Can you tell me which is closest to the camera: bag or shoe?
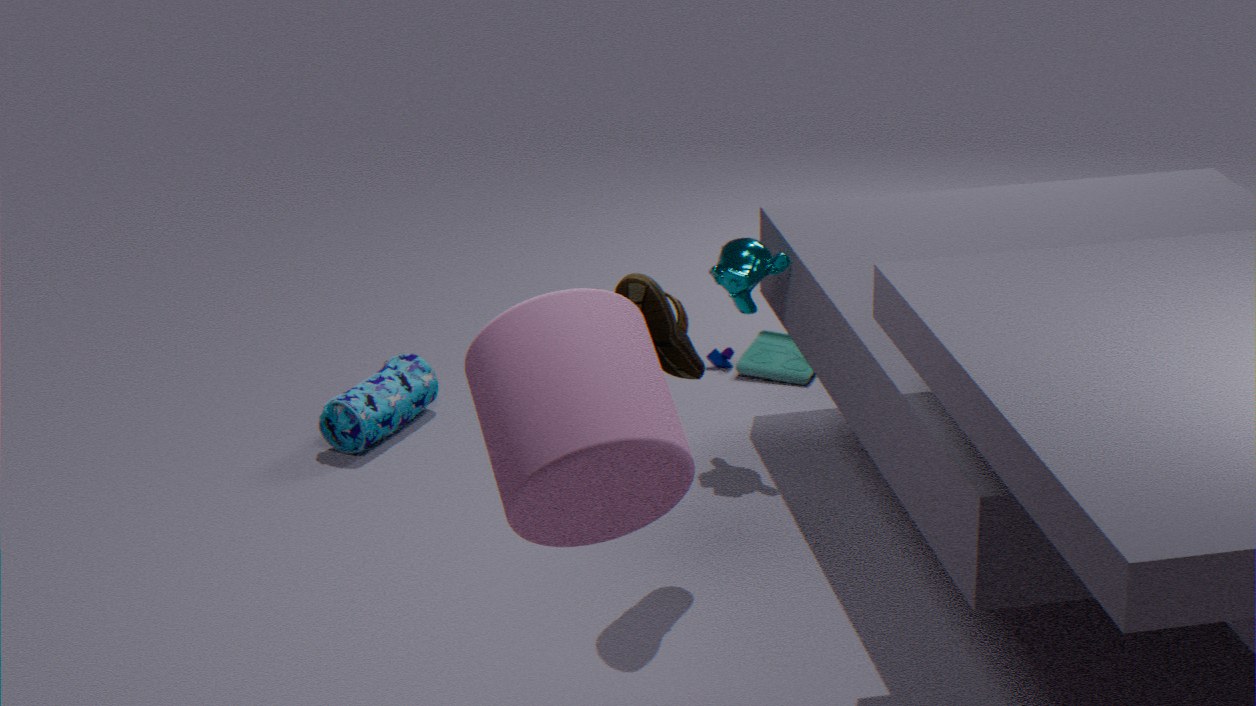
shoe
